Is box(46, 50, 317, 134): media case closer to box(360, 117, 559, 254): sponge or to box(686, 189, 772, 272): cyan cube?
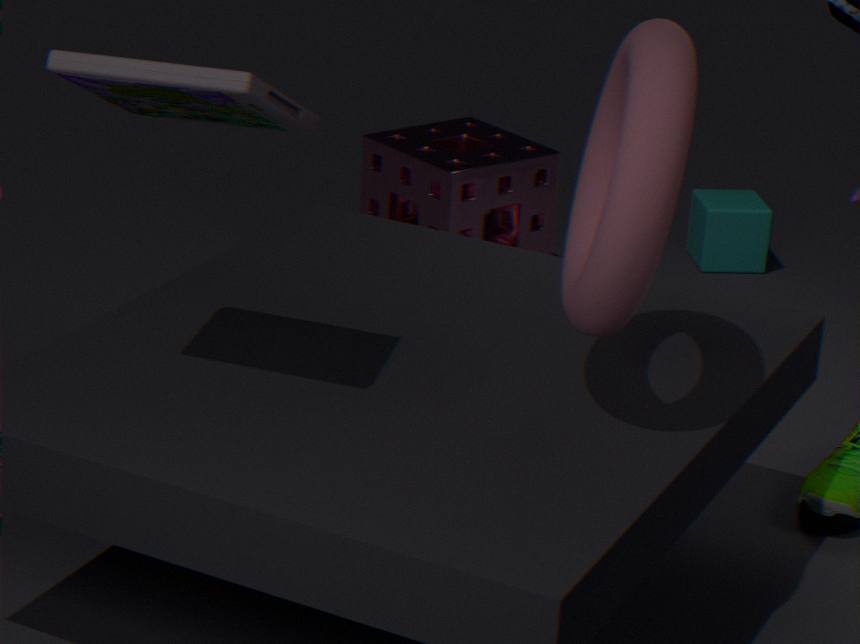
box(360, 117, 559, 254): sponge
